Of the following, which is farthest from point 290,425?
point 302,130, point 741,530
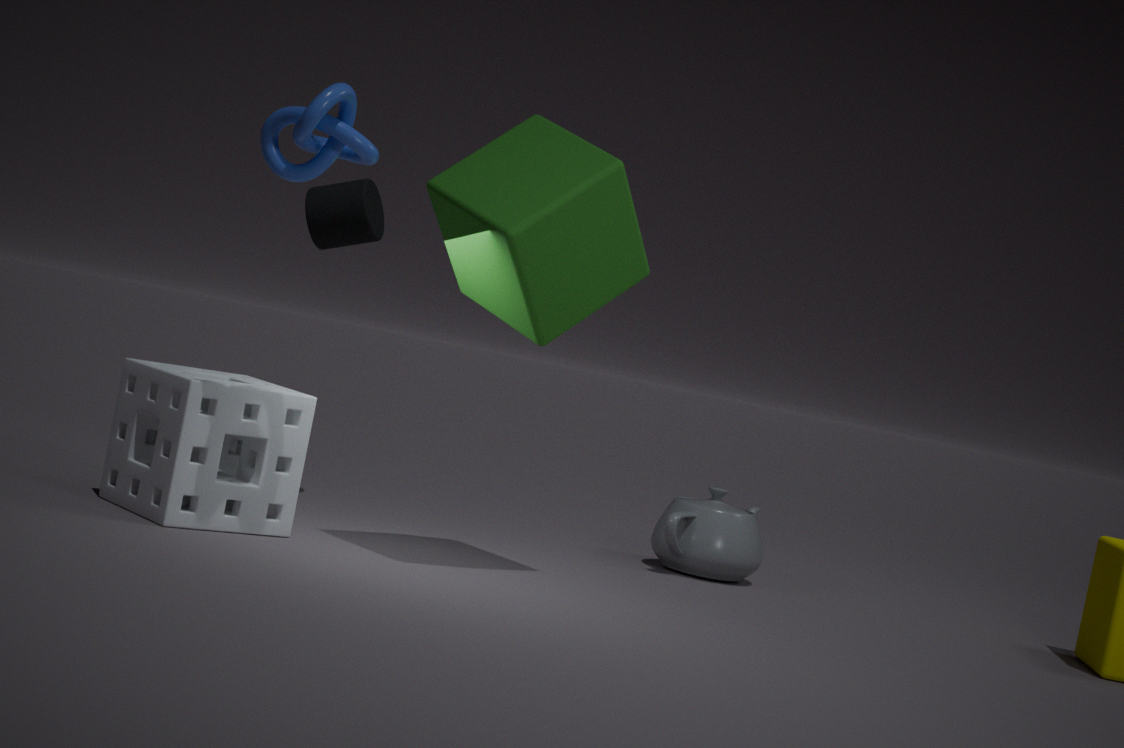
point 741,530
